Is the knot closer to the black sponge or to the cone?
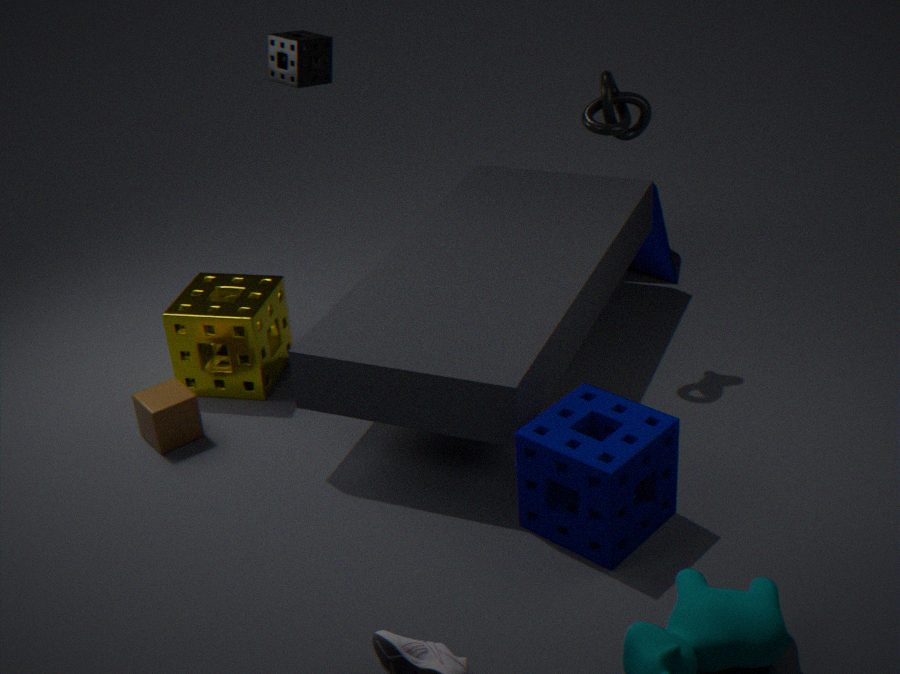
the cone
